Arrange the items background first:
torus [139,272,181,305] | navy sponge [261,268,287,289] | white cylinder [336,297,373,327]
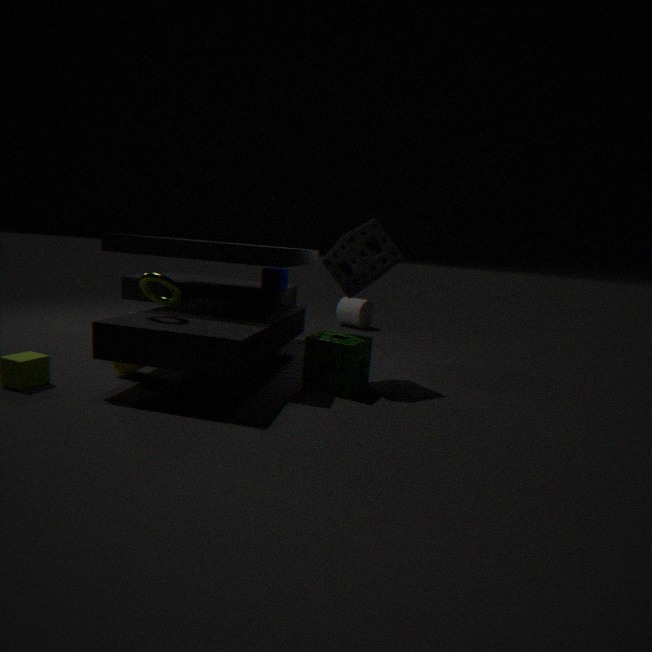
white cylinder [336,297,373,327] → navy sponge [261,268,287,289] → torus [139,272,181,305]
